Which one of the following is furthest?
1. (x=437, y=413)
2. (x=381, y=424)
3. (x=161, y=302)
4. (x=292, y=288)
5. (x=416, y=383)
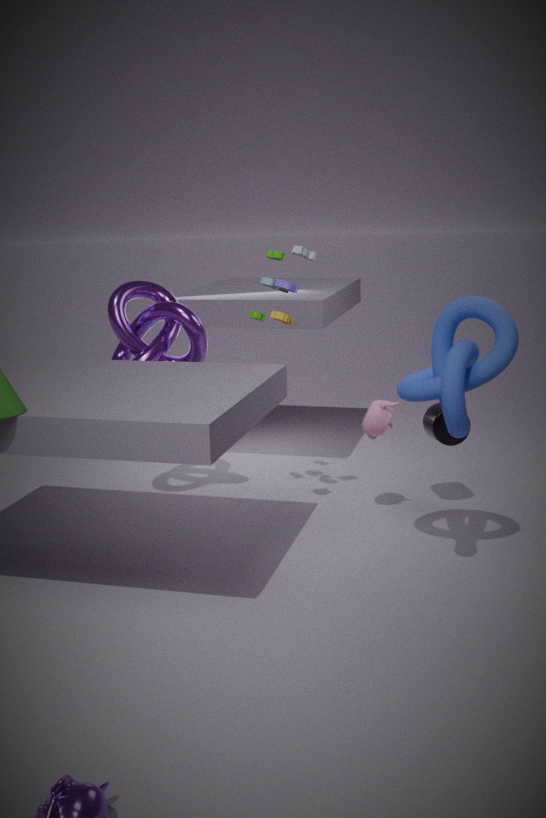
(x=161, y=302)
